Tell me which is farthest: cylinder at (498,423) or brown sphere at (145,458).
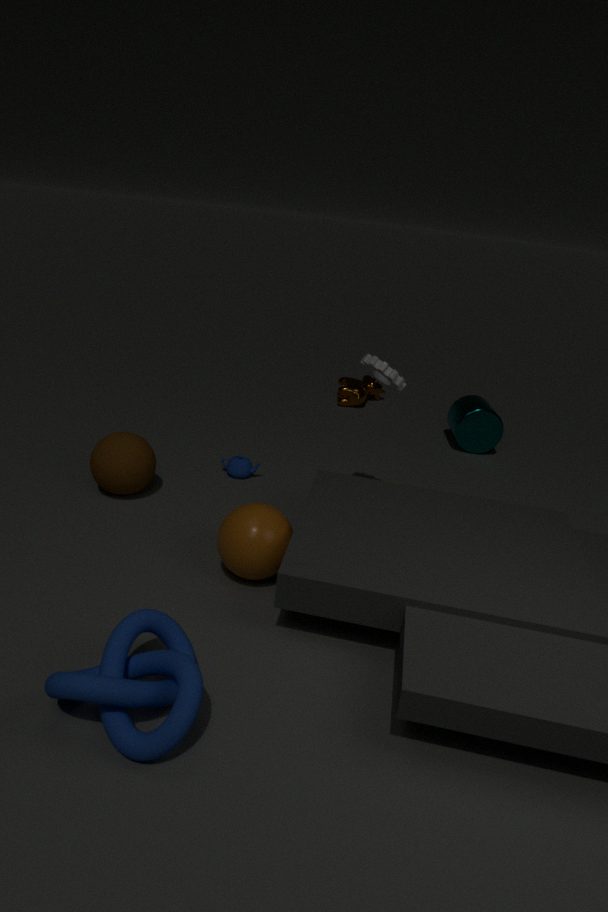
cylinder at (498,423)
